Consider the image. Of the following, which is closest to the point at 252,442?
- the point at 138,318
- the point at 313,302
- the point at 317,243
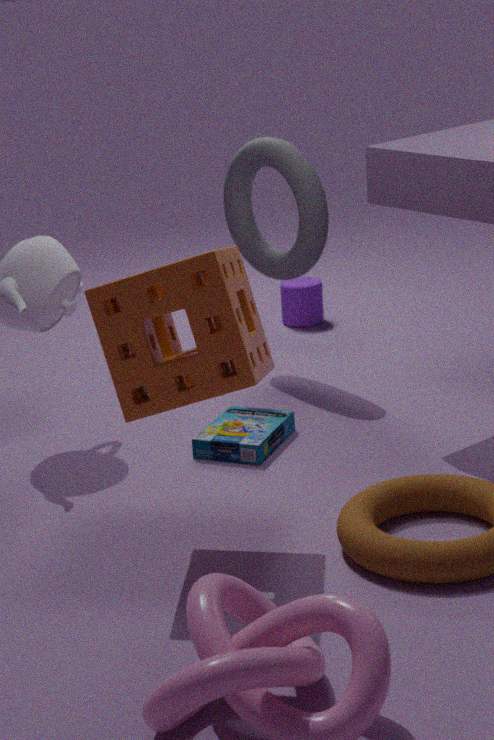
the point at 138,318
